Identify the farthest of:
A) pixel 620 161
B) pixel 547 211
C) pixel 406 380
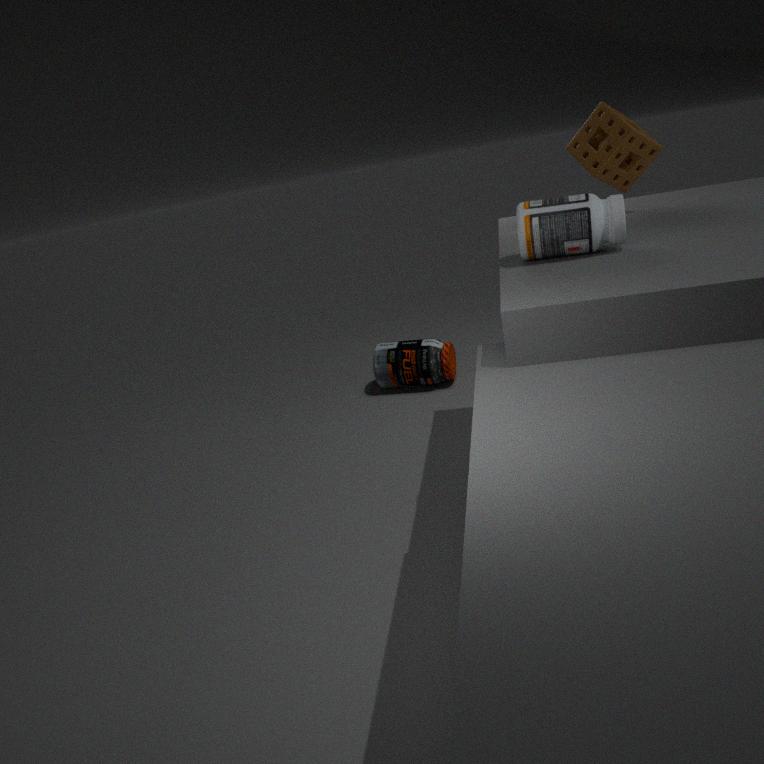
pixel 406 380
